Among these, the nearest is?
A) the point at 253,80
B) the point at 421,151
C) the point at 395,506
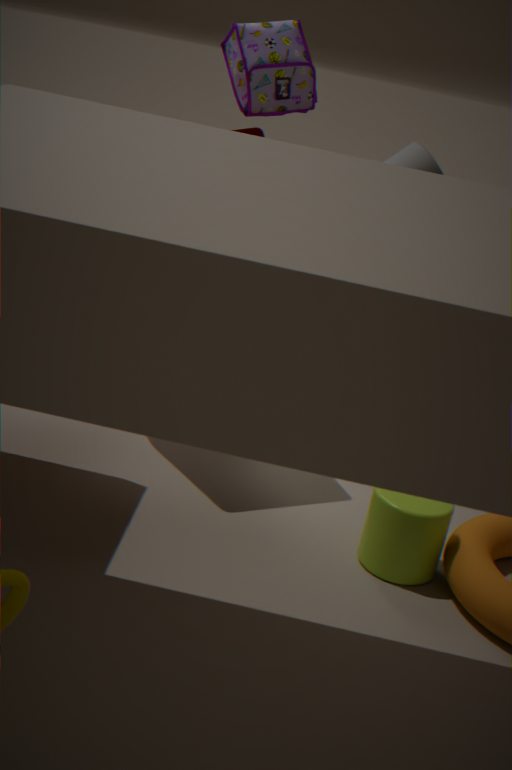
the point at 395,506
